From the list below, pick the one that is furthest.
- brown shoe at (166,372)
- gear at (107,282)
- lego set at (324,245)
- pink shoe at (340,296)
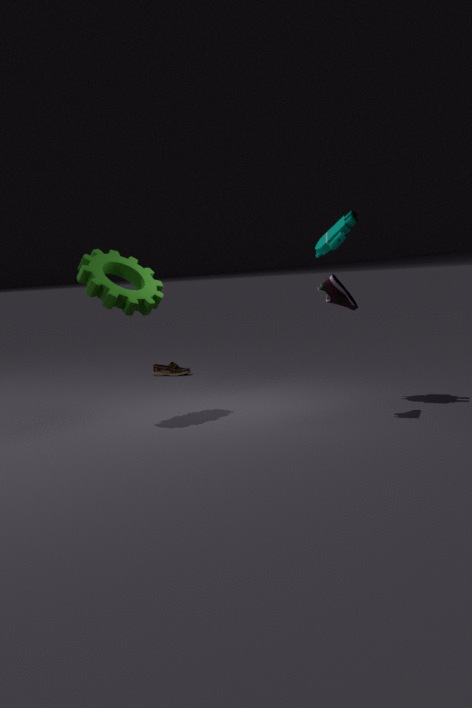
brown shoe at (166,372)
